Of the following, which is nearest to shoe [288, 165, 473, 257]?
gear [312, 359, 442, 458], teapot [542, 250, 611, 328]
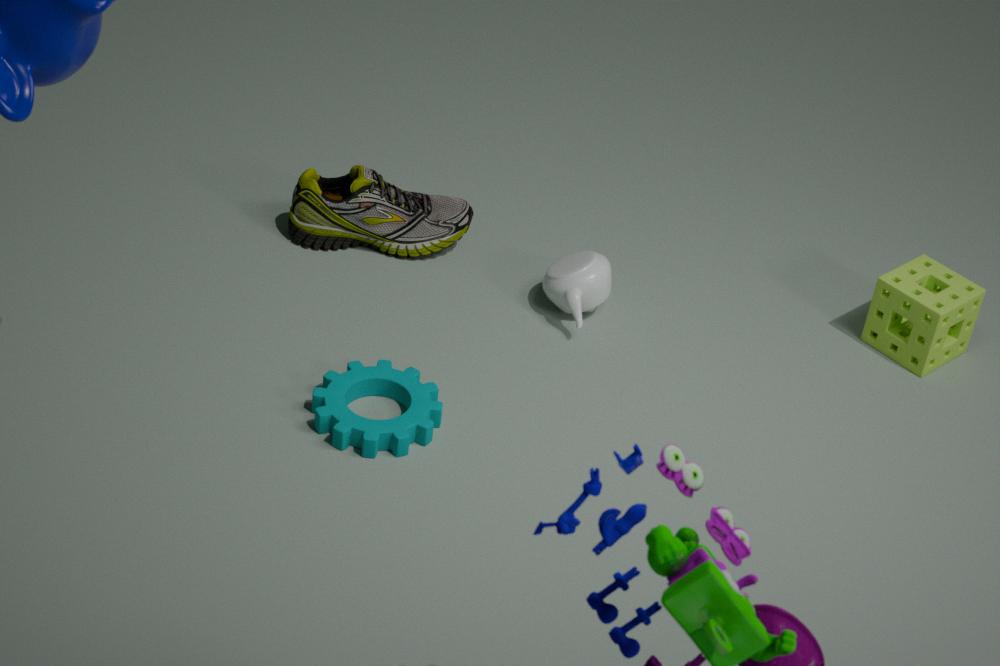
teapot [542, 250, 611, 328]
